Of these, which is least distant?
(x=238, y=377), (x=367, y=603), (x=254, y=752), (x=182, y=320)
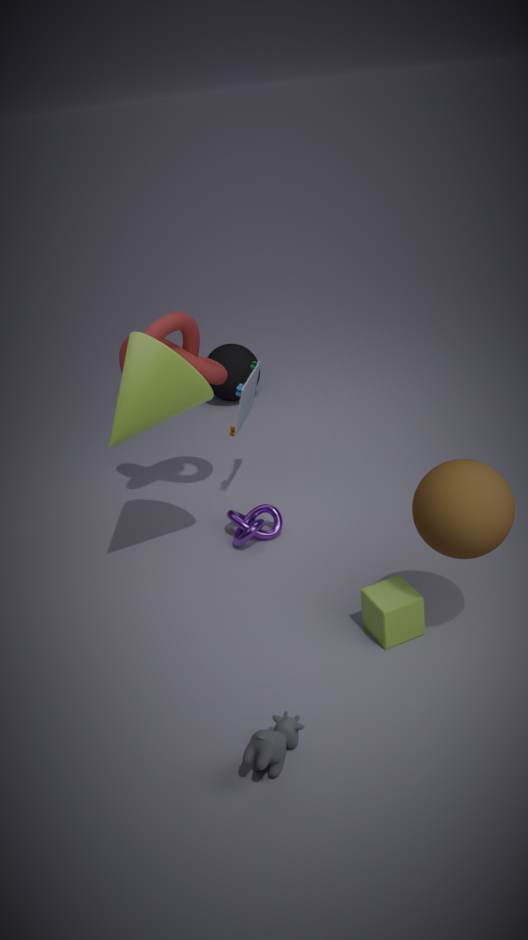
(x=254, y=752)
